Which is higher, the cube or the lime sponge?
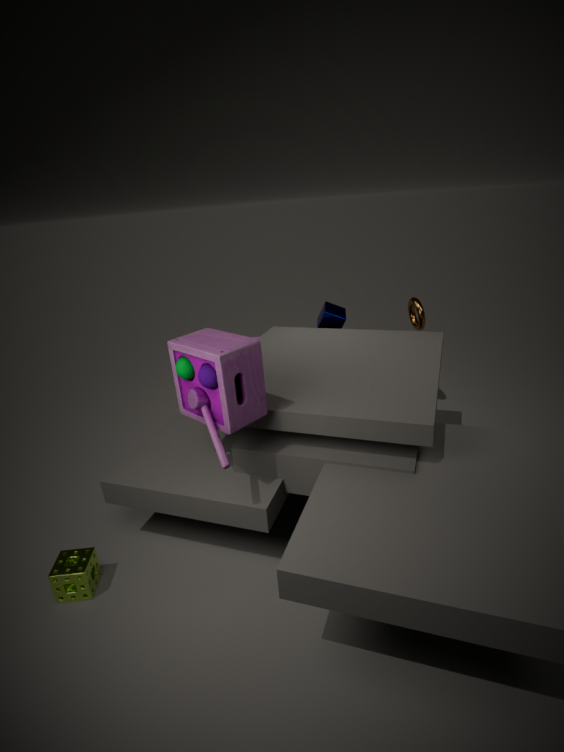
the cube
